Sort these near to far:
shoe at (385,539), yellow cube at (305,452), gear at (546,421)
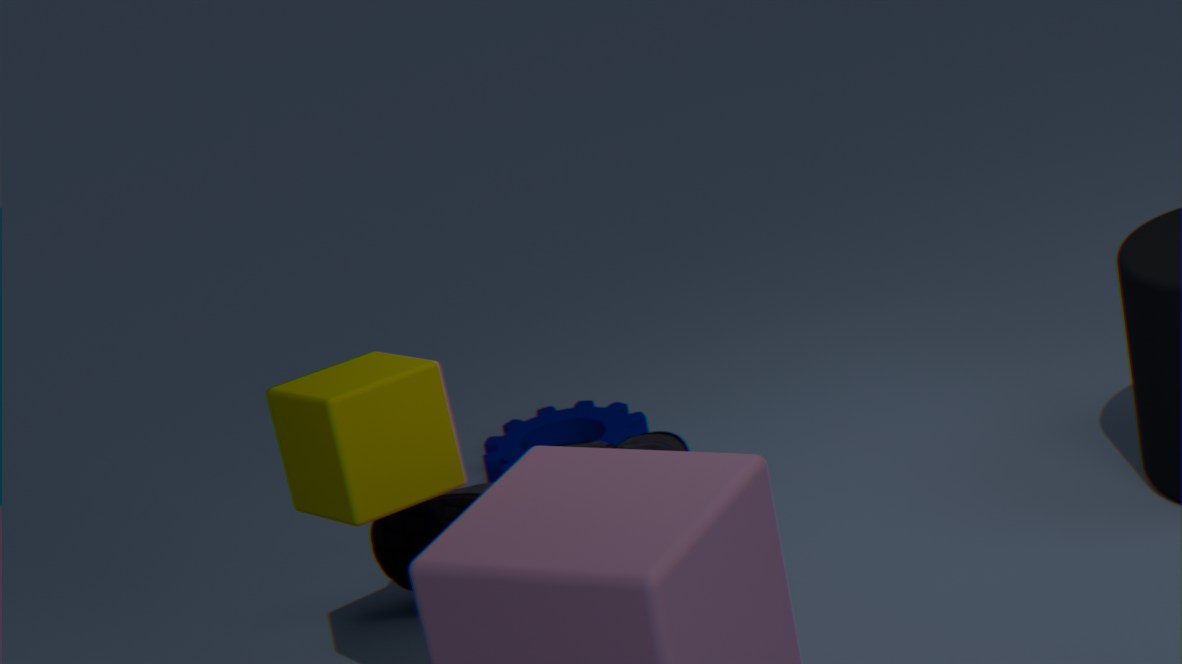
yellow cube at (305,452)
shoe at (385,539)
gear at (546,421)
